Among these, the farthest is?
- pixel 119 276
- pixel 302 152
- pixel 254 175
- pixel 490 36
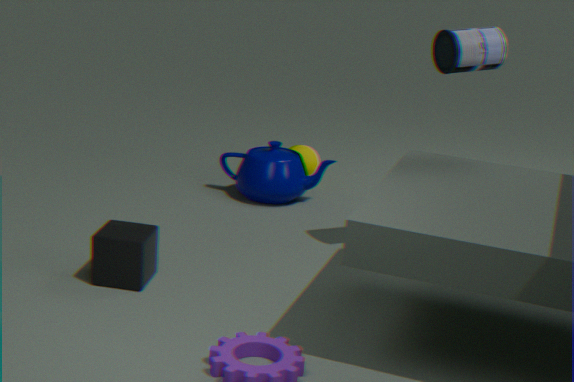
pixel 302 152
